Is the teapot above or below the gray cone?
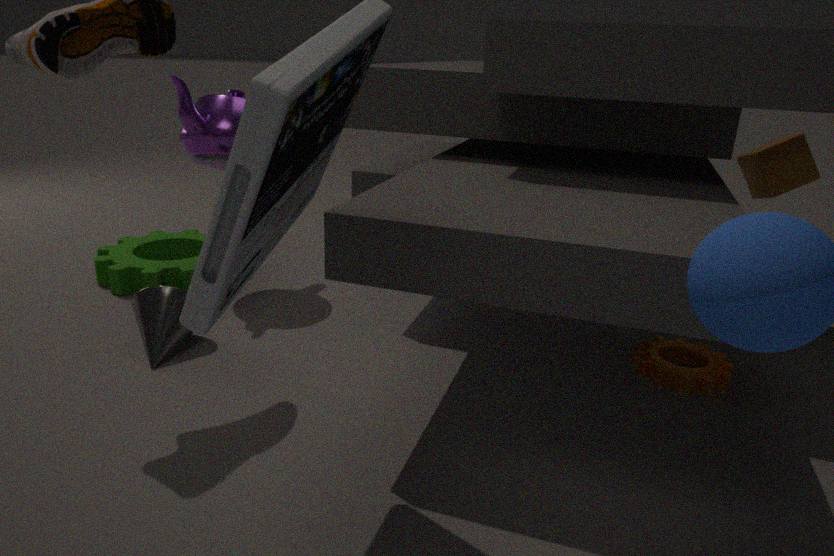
above
